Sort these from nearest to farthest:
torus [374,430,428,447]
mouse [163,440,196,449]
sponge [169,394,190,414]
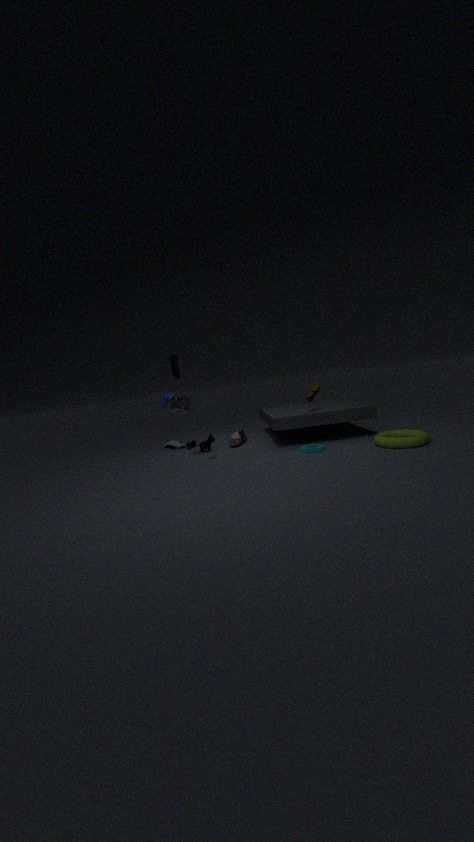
1. torus [374,430,428,447]
2. sponge [169,394,190,414]
3. mouse [163,440,196,449]
